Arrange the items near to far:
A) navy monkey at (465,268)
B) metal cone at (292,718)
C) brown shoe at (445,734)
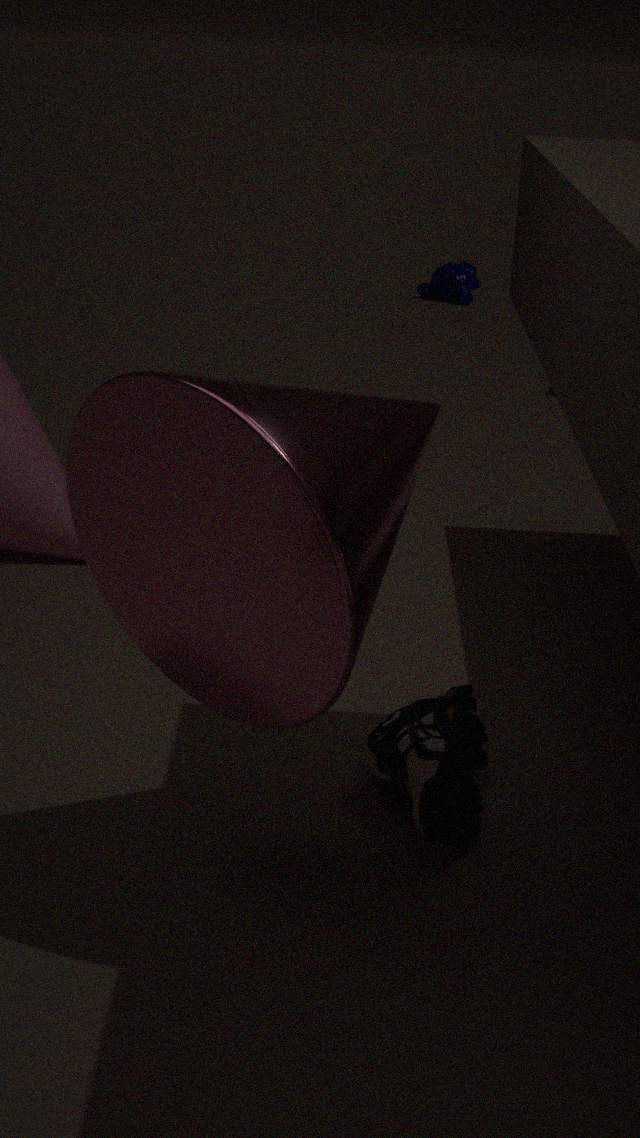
metal cone at (292,718)
brown shoe at (445,734)
navy monkey at (465,268)
